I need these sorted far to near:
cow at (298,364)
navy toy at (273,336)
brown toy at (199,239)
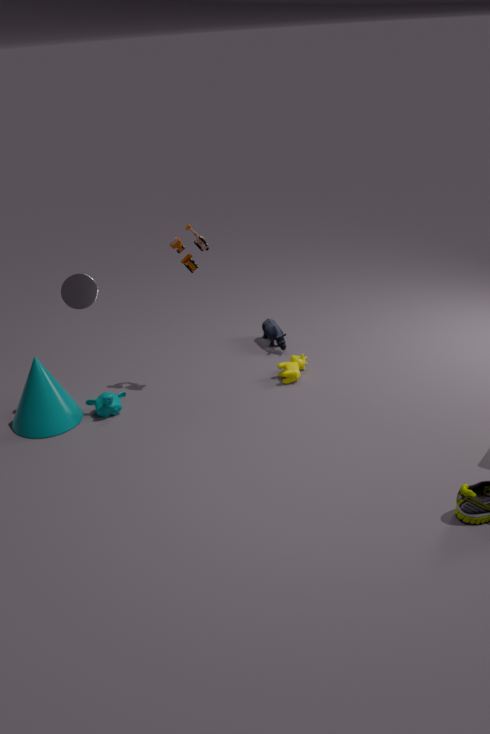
navy toy at (273,336) → cow at (298,364) → brown toy at (199,239)
